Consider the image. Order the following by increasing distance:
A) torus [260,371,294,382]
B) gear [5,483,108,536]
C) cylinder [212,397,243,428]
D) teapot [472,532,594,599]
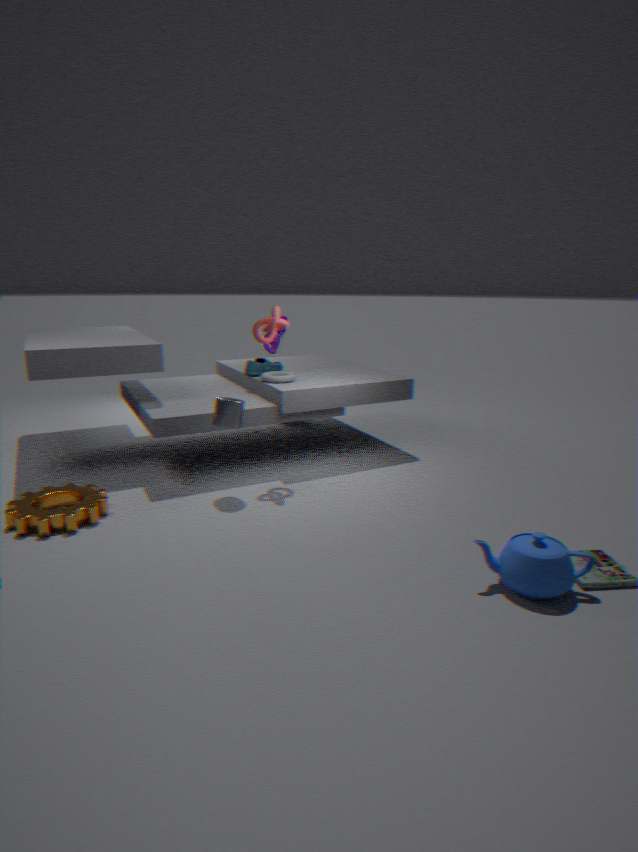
1. teapot [472,532,594,599]
2. gear [5,483,108,536]
3. cylinder [212,397,243,428]
4. torus [260,371,294,382]
